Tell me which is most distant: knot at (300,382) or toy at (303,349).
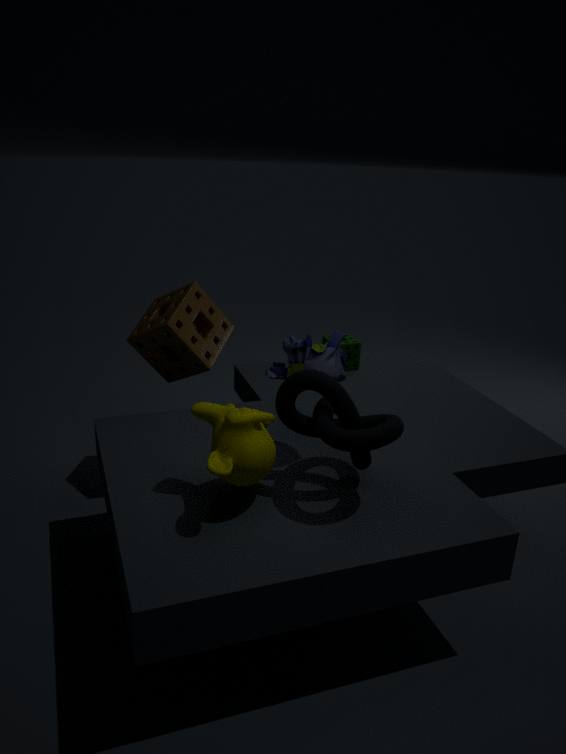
toy at (303,349)
